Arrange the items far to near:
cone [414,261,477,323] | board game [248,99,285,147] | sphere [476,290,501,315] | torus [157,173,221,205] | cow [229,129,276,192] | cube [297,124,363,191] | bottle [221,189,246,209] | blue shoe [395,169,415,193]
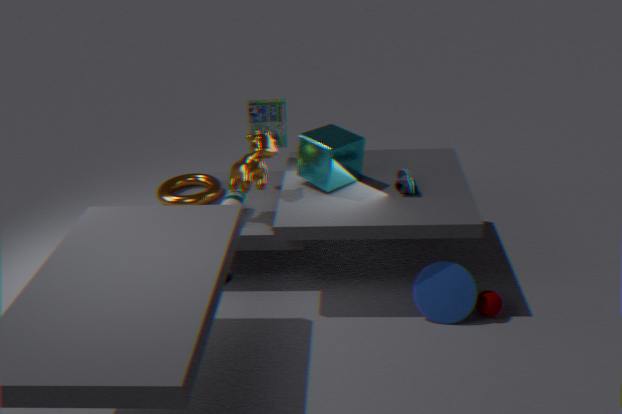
torus [157,173,221,205], board game [248,99,285,147], bottle [221,189,246,209], blue shoe [395,169,415,193], cow [229,129,276,192], cube [297,124,363,191], sphere [476,290,501,315], cone [414,261,477,323]
